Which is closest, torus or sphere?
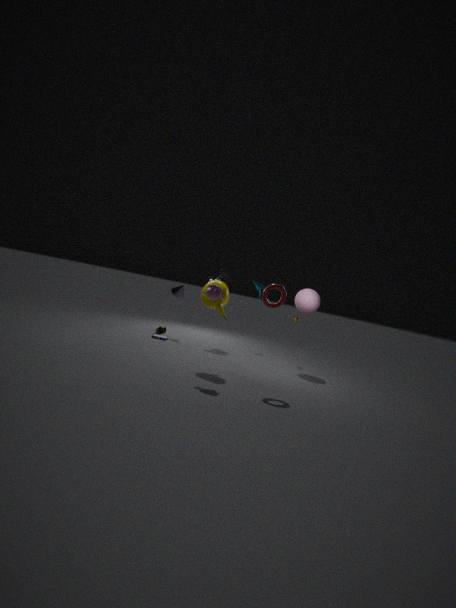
torus
